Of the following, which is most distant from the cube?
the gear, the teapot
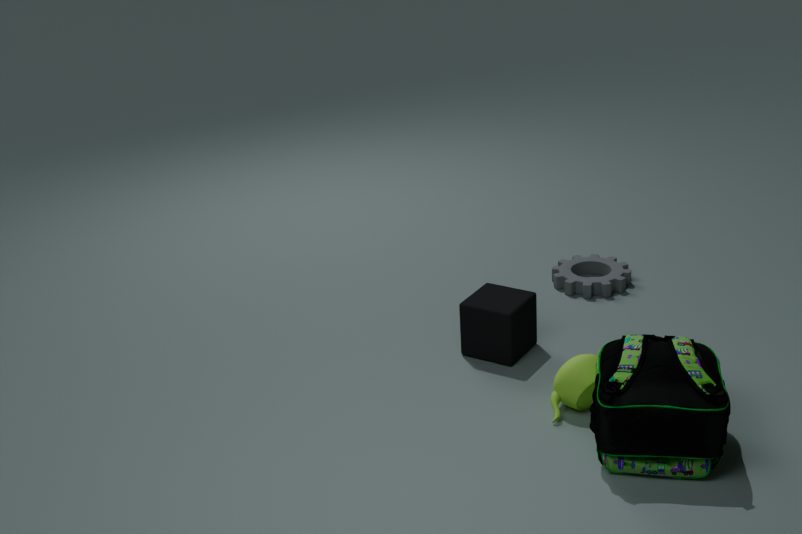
the gear
